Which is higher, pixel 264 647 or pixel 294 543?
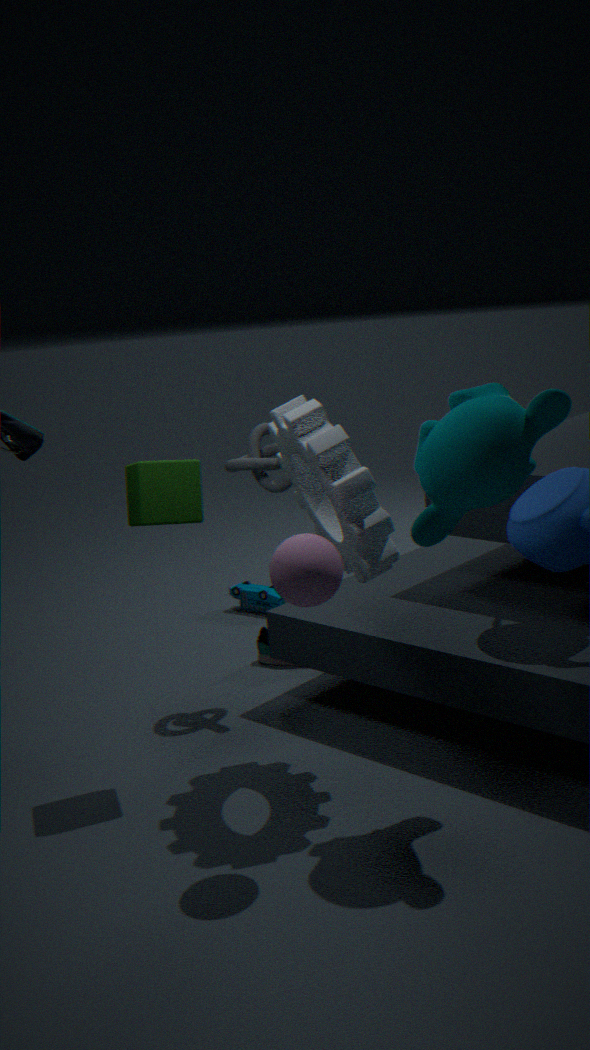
pixel 294 543
